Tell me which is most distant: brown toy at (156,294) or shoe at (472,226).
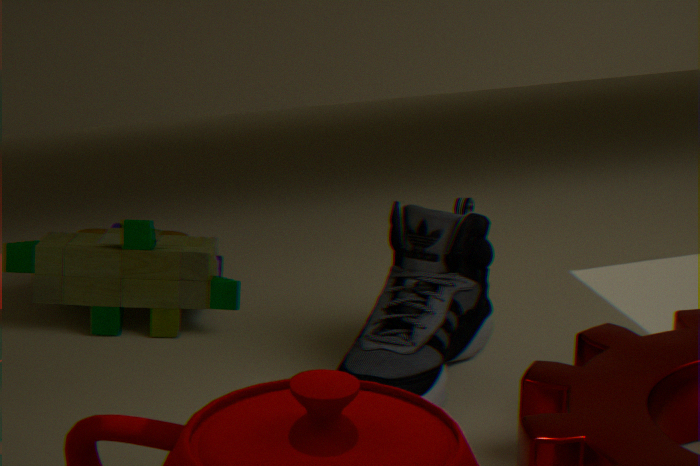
brown toy at (156,294)
